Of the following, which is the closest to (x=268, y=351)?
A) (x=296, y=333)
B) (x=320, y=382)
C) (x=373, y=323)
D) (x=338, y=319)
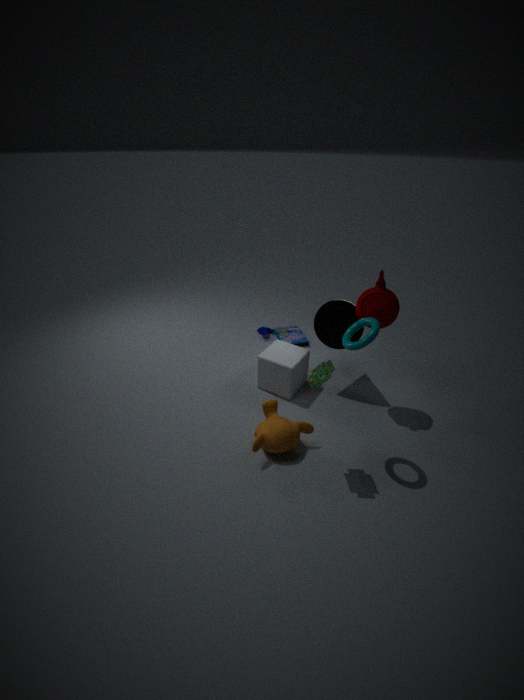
(x=338, y=319)
